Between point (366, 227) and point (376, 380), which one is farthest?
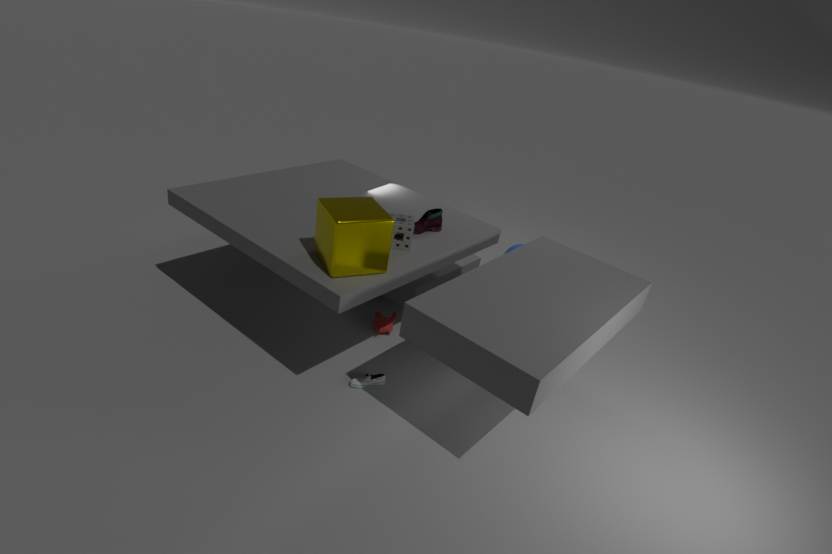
point (376, 380)
